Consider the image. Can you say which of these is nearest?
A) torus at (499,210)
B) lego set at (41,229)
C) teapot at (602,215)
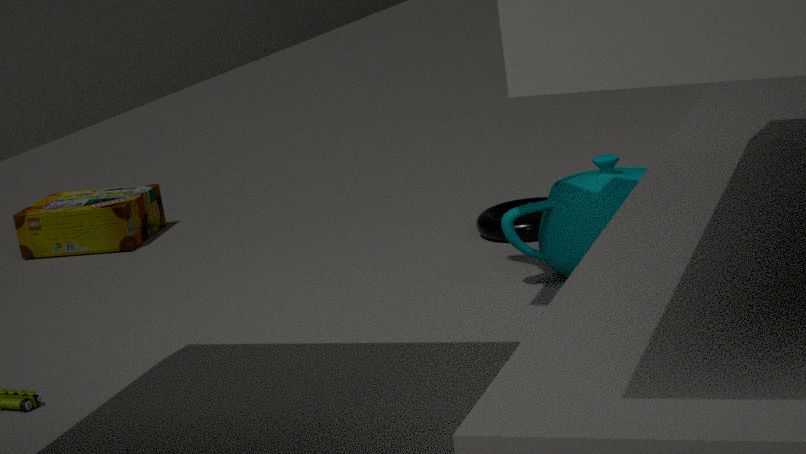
teapot at (602,215)
